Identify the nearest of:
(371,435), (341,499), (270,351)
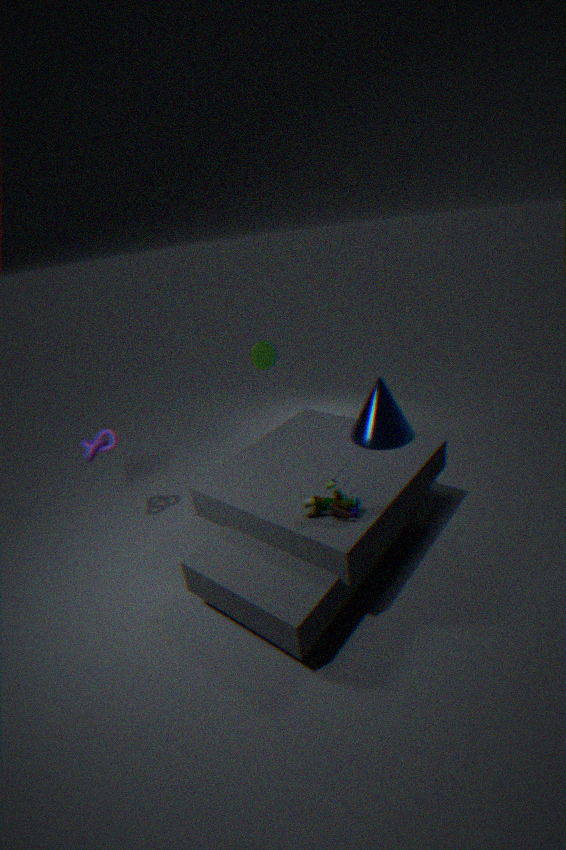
(341,499)
